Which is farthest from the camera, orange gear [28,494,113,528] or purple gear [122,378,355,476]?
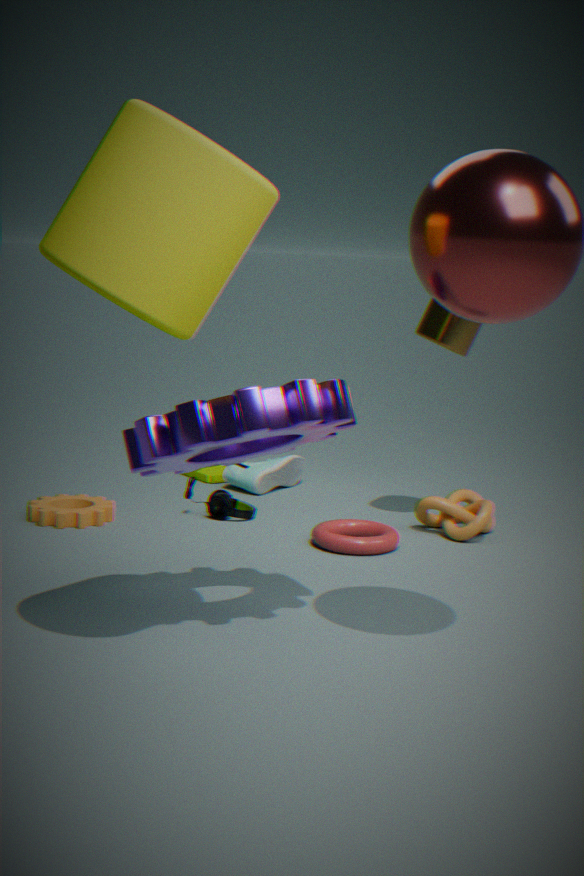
orange gear [28,494,113,528]
